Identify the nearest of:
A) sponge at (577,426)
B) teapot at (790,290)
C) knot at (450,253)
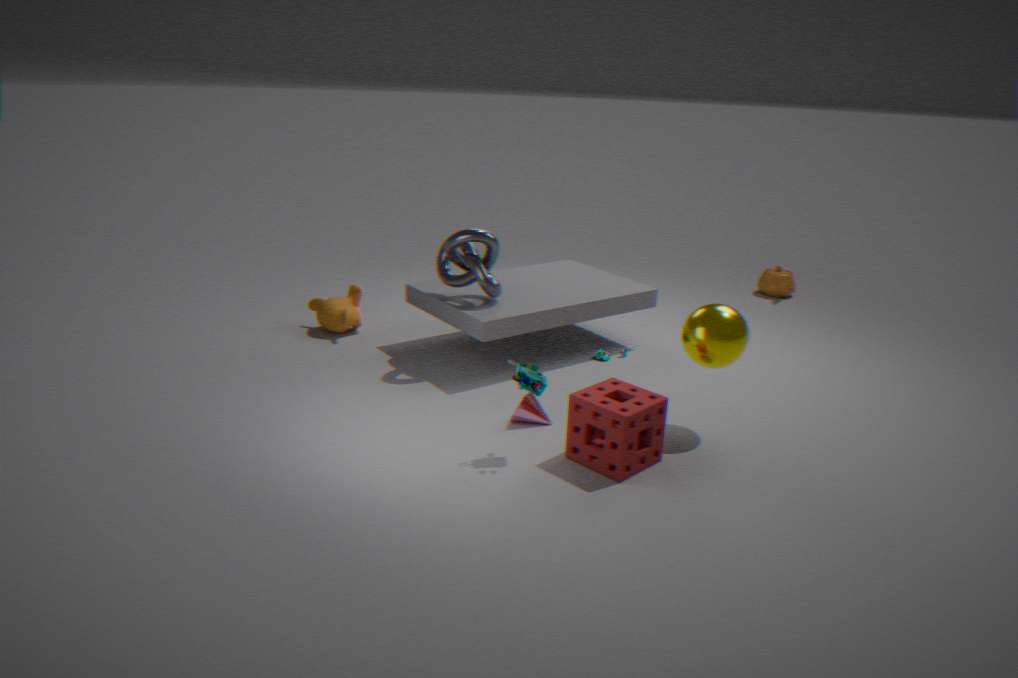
sponge at (577,426)
